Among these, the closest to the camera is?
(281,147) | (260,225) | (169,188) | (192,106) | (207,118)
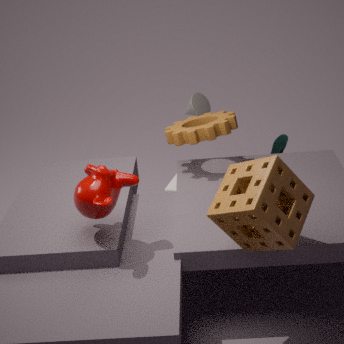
(260,225)
